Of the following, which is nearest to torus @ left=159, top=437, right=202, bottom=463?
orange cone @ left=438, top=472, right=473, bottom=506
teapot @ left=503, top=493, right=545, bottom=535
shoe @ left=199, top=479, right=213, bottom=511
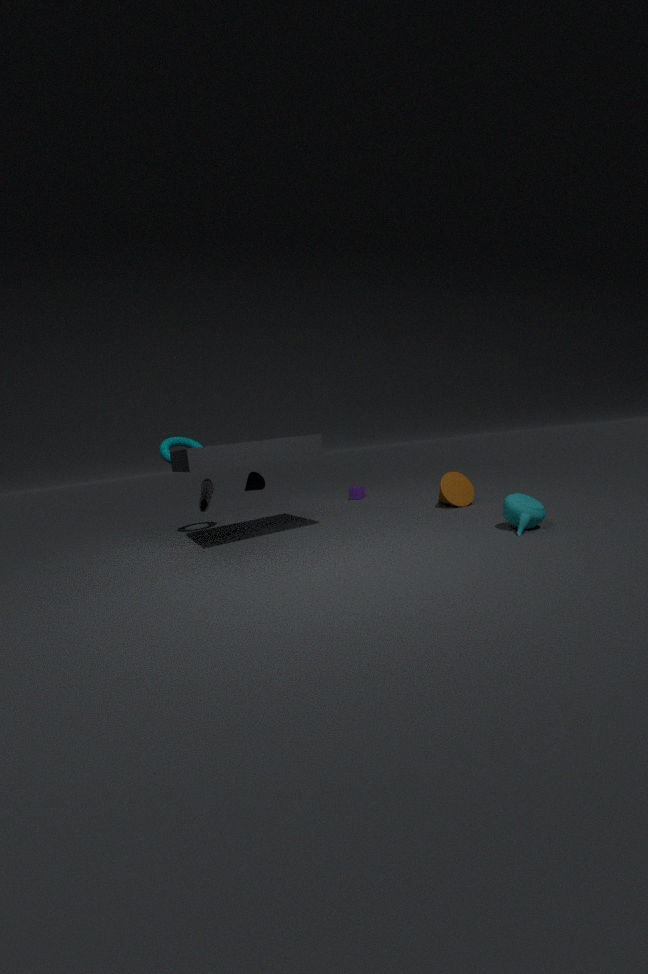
shoe @ left=199, top=479, right=213, bottom=511
